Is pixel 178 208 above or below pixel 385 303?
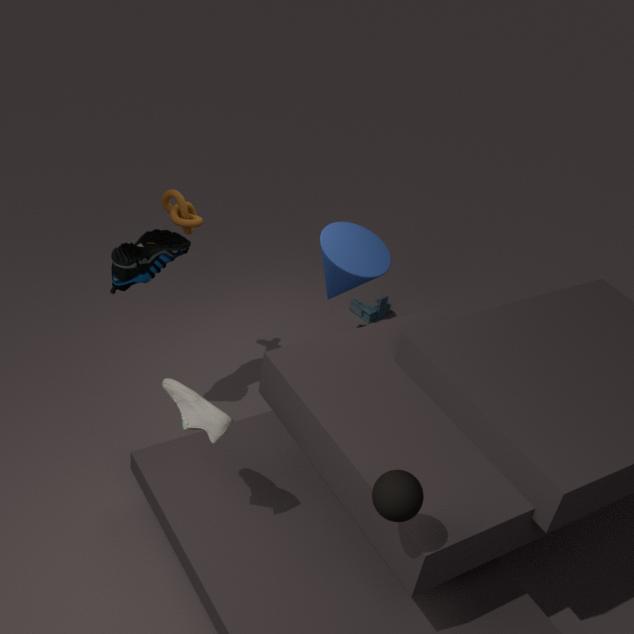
above
